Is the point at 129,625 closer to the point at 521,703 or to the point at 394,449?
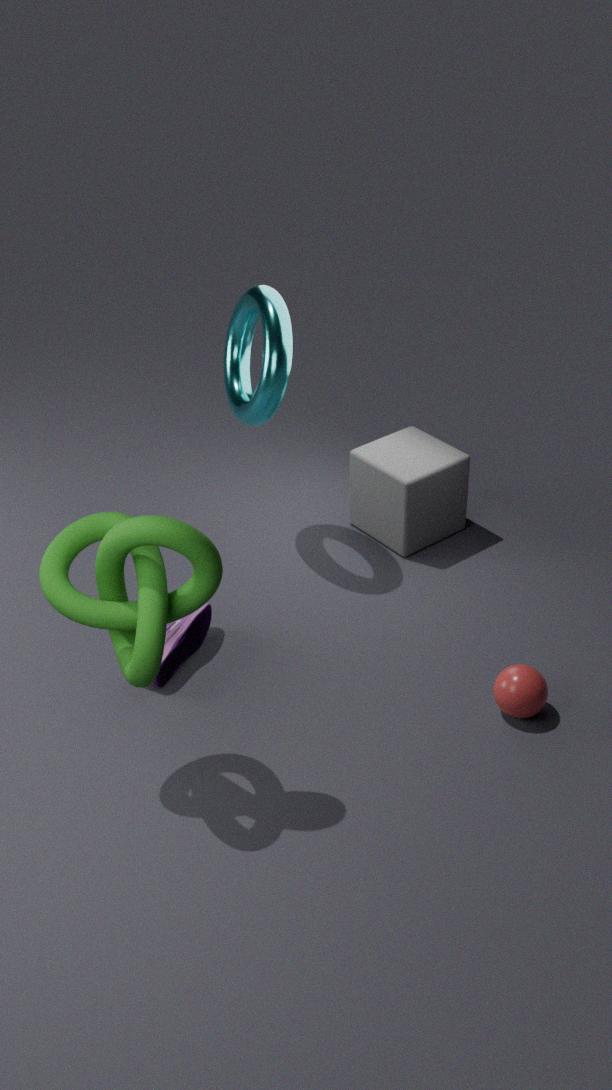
the point at 521,703
